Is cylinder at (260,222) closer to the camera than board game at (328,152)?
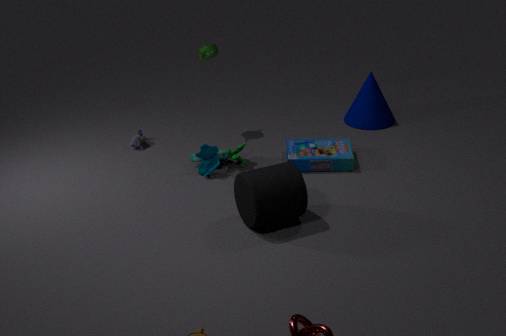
Yes
